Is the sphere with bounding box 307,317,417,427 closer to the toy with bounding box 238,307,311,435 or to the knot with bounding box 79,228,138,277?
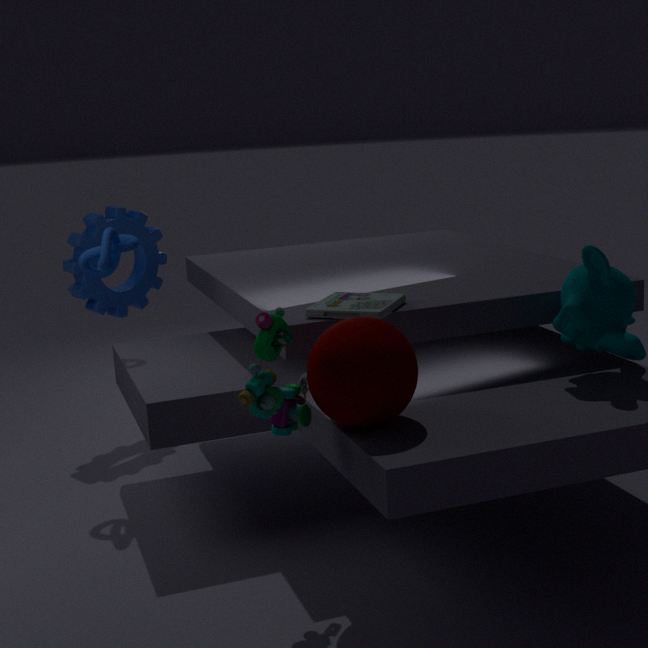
the toy with bounding box 238,307,311,435
